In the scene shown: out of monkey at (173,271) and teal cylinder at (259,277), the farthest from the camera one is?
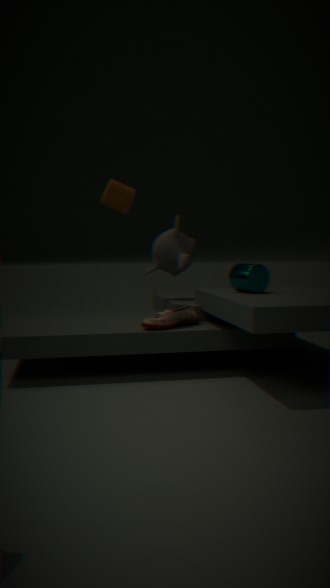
monkey at (173,271)
